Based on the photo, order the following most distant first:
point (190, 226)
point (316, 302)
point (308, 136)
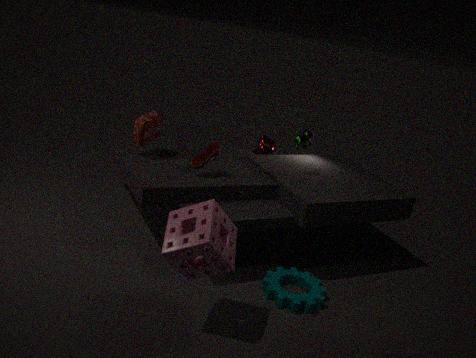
point (308, 136), point (316, 302), point (190, 226)
